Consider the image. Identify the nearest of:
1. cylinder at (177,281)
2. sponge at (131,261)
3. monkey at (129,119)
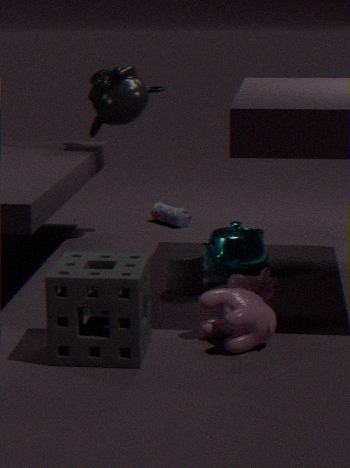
sponge at (131,261)
